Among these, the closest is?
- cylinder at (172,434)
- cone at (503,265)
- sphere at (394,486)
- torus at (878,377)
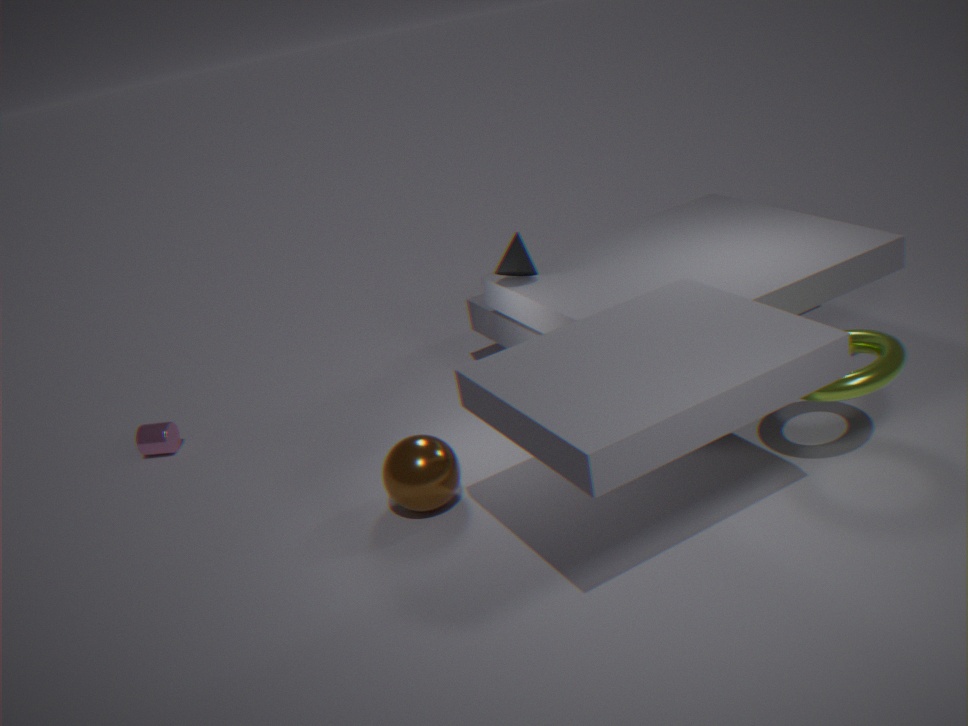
torus at (878,377)
